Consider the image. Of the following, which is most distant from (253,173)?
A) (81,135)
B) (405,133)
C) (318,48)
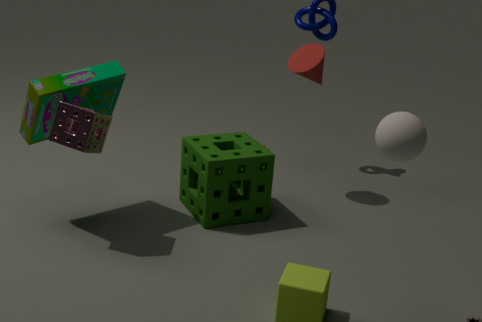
(405,133)
